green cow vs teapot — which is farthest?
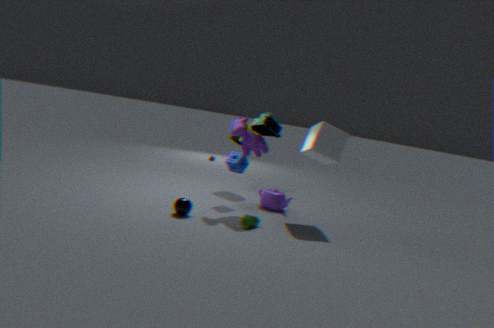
teapot
